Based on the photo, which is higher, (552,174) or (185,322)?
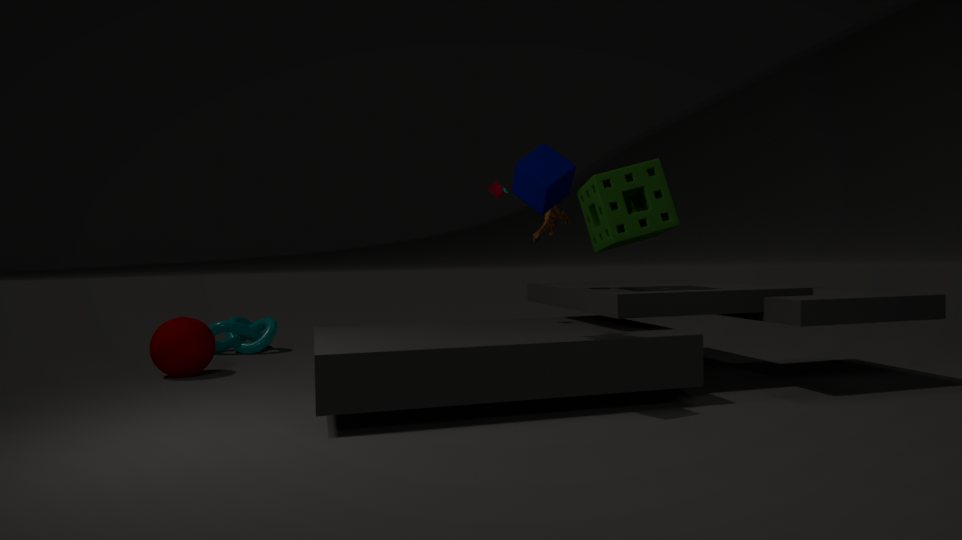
(552,174)
